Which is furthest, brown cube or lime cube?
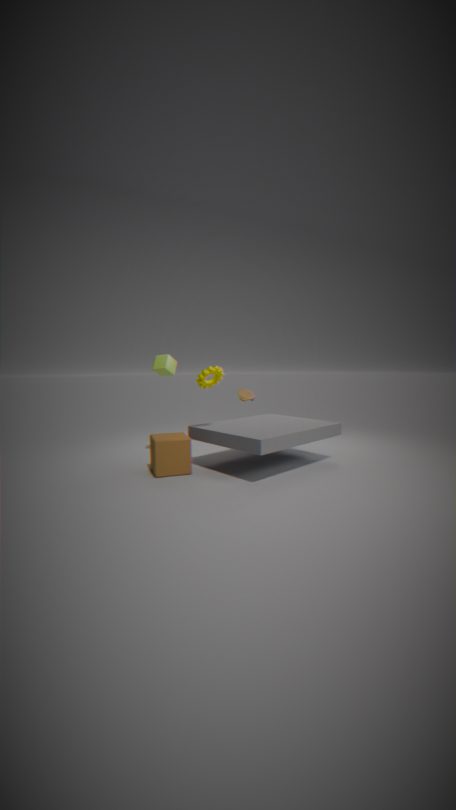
Result: lime cube
